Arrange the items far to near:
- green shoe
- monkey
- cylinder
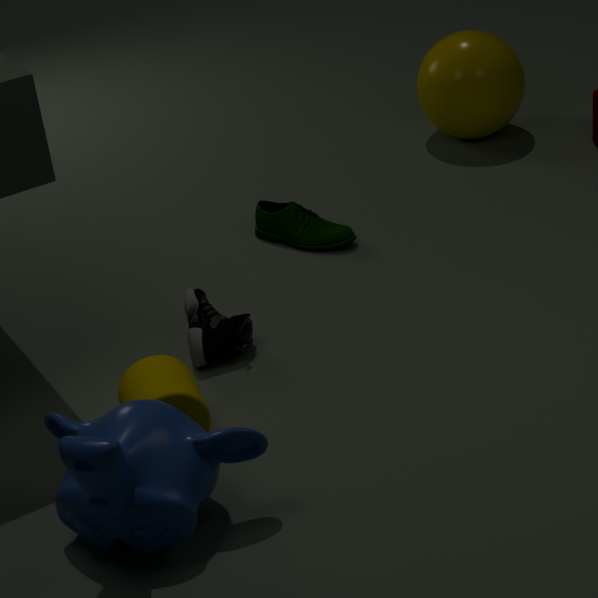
1. green shoe
2. cylinder
3. monkey
